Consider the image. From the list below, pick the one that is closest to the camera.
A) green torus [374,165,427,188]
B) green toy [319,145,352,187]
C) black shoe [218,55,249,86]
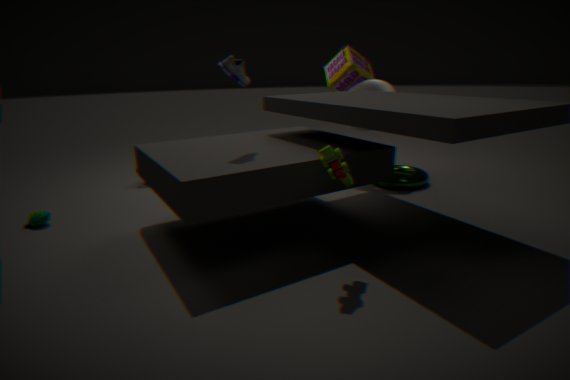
green toy [319,145,352,187]
